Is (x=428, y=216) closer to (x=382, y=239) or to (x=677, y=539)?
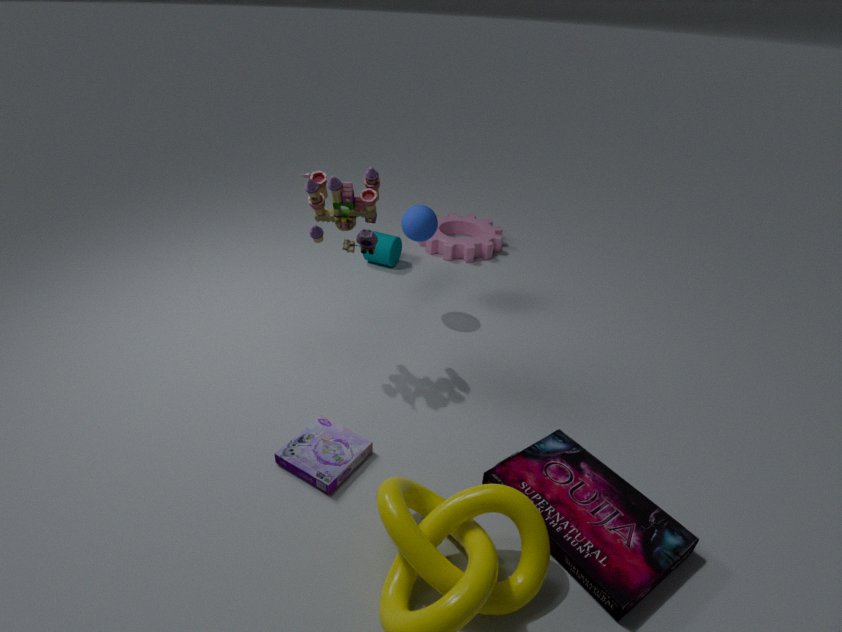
(x=382, y=239)
